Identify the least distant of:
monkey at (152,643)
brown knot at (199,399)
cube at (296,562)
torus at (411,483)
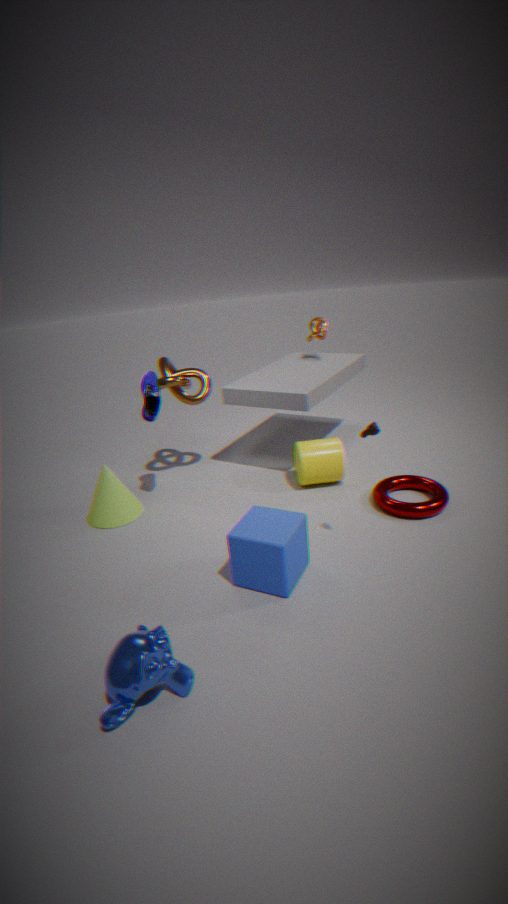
monkey at (152,643)
